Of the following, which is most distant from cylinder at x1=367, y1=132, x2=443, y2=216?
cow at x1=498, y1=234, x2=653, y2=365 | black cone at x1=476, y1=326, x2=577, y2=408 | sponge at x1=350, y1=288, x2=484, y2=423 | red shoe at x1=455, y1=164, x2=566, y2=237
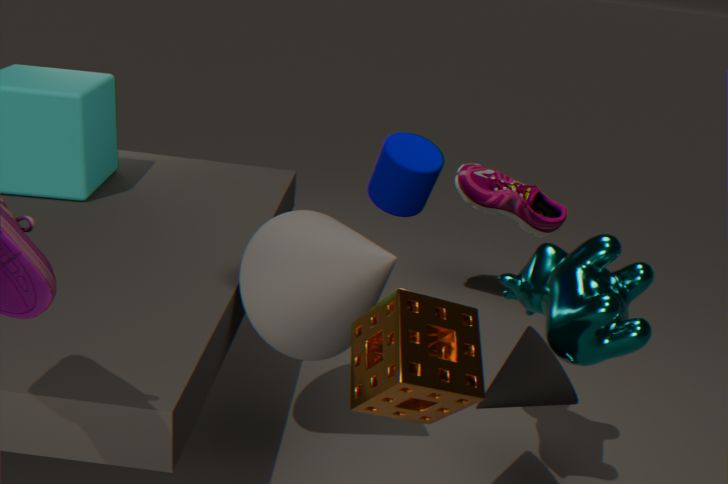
red shoe at x1=455, y1=164, x2=566, y2=237
